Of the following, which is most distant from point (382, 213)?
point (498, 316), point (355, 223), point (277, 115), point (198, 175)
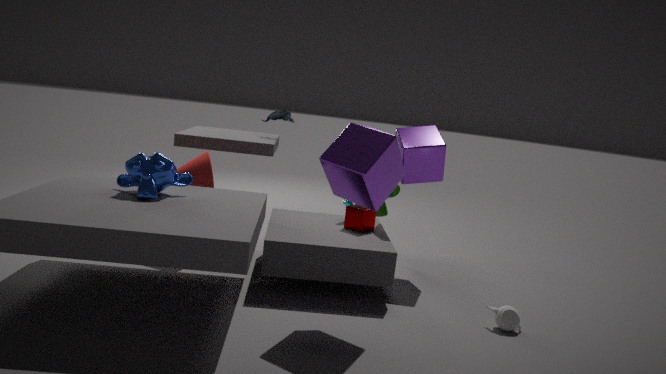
point (498, 316)
